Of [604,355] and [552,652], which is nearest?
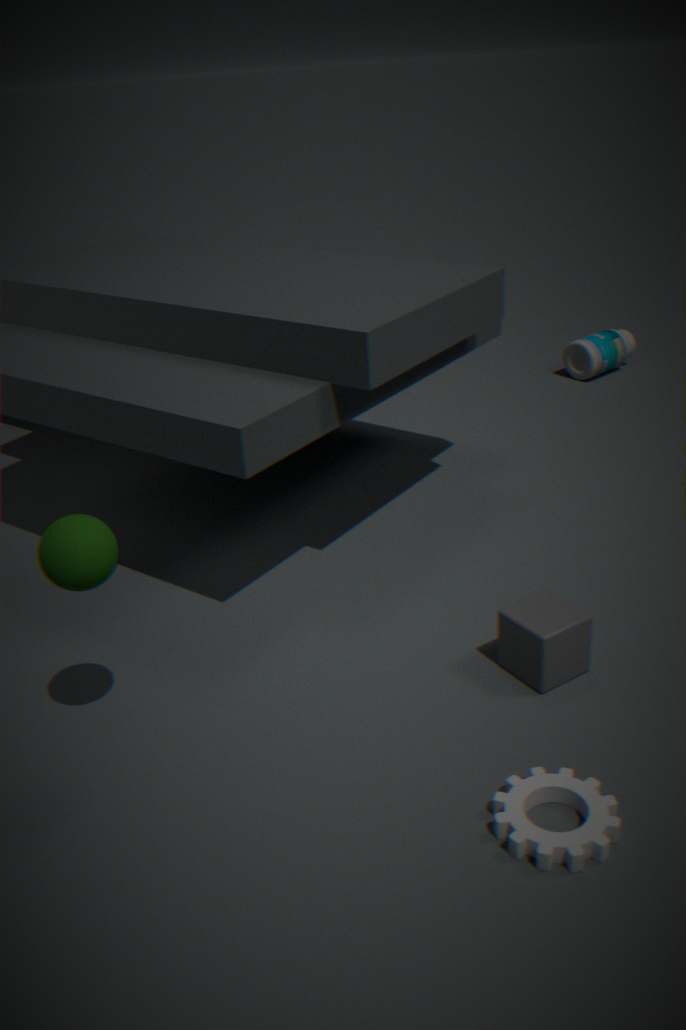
[552,652]
